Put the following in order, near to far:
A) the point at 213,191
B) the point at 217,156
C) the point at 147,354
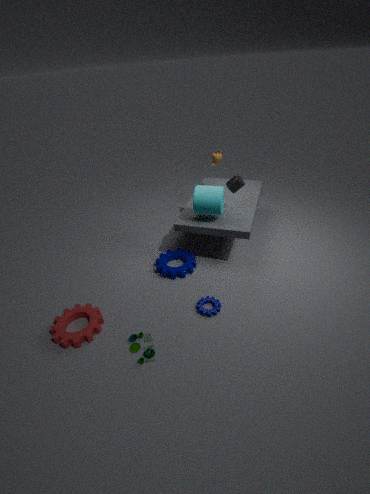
1. the point at 147,354
2. the point at 213,191
3. the point at 217,156
